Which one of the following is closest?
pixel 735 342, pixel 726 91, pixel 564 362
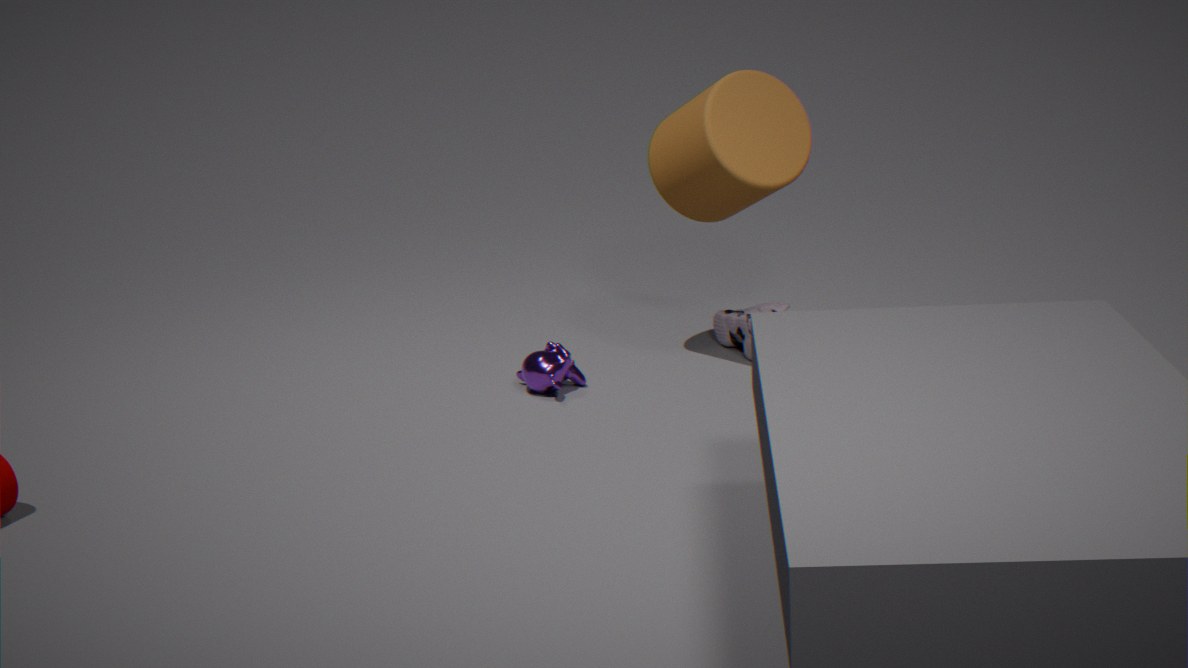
pixel 726 91
